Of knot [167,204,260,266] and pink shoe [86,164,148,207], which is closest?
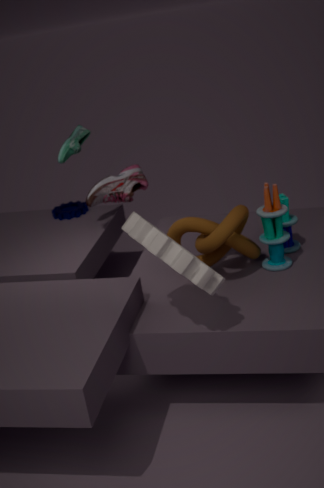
knot [167,204,260,266]
